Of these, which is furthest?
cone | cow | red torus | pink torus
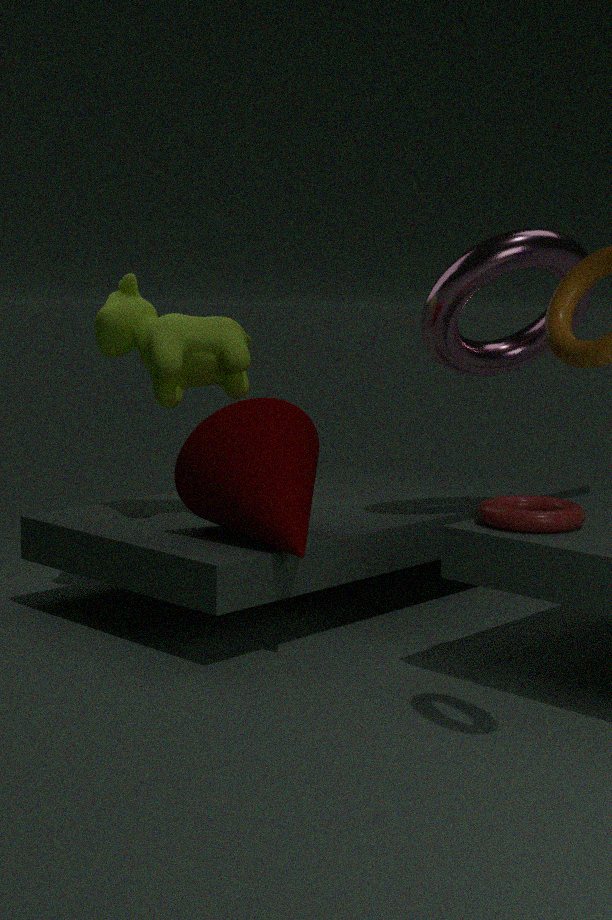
cow
